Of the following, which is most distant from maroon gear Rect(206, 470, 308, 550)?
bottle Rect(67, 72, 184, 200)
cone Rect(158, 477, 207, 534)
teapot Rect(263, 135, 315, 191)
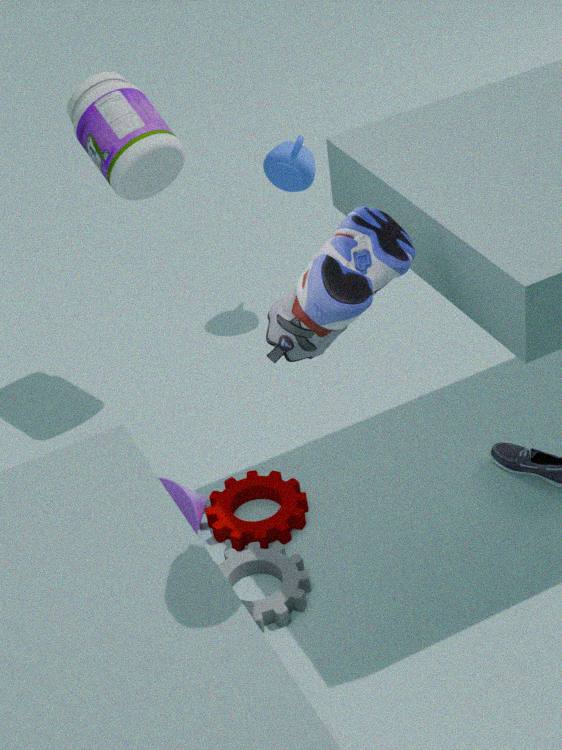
teapot Rect(263, 135, 315, 191)
